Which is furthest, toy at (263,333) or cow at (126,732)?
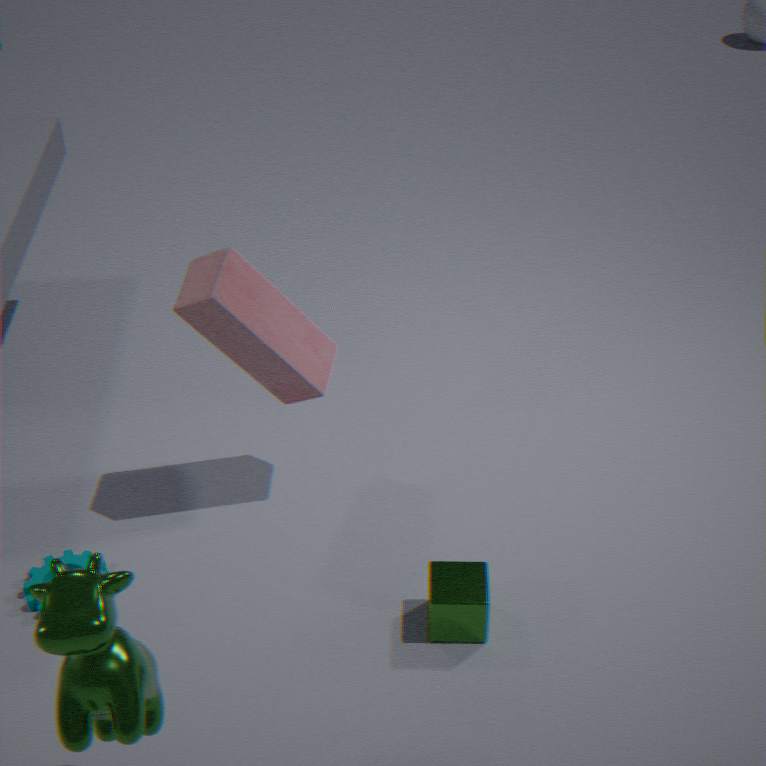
toy at (263,333)
